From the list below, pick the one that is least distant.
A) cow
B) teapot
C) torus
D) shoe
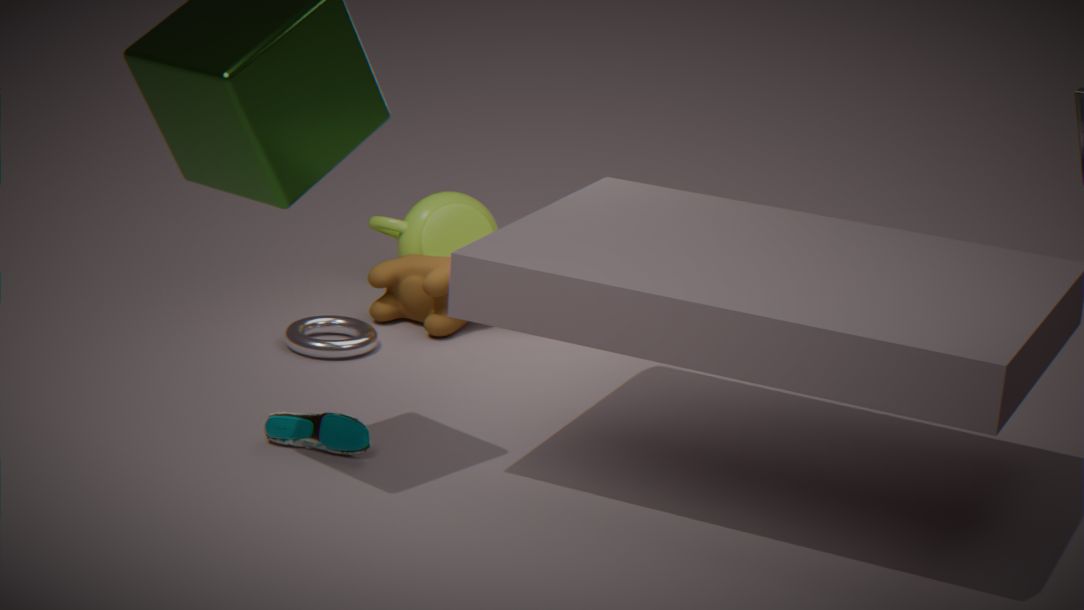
shoe
